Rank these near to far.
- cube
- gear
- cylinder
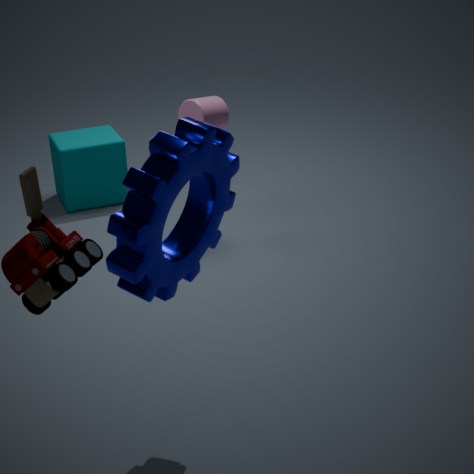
gear → cylinder → cube
